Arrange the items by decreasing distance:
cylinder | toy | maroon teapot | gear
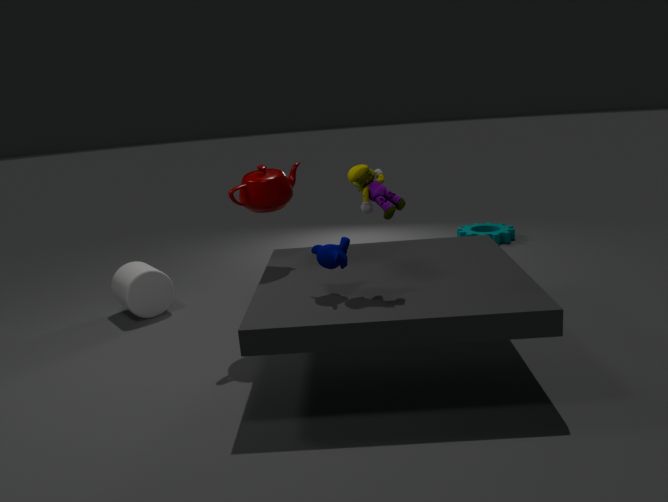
gear < cylinder < maroon teapot < toy
